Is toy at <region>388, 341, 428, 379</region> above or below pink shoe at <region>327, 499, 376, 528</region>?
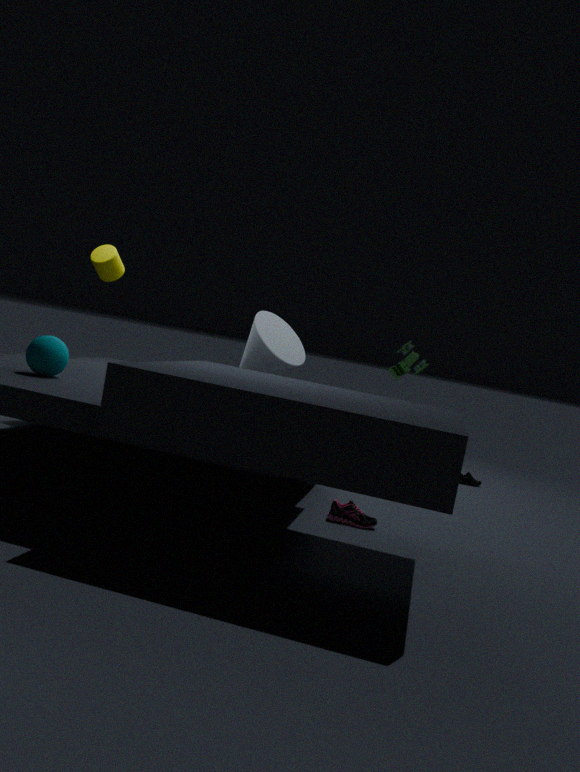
above
